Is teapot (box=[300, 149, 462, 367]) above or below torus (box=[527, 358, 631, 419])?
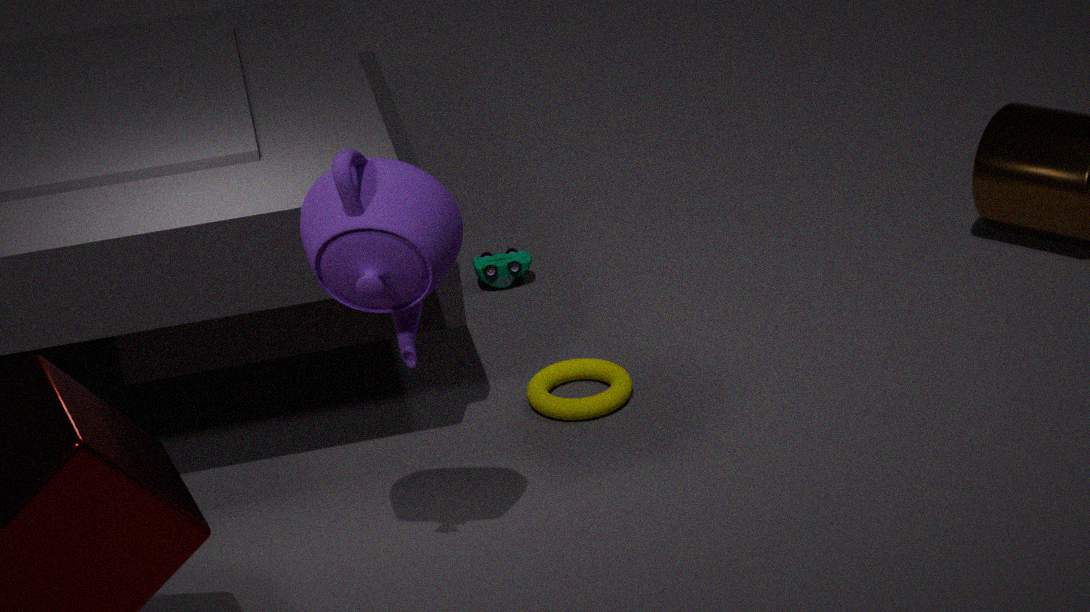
above
